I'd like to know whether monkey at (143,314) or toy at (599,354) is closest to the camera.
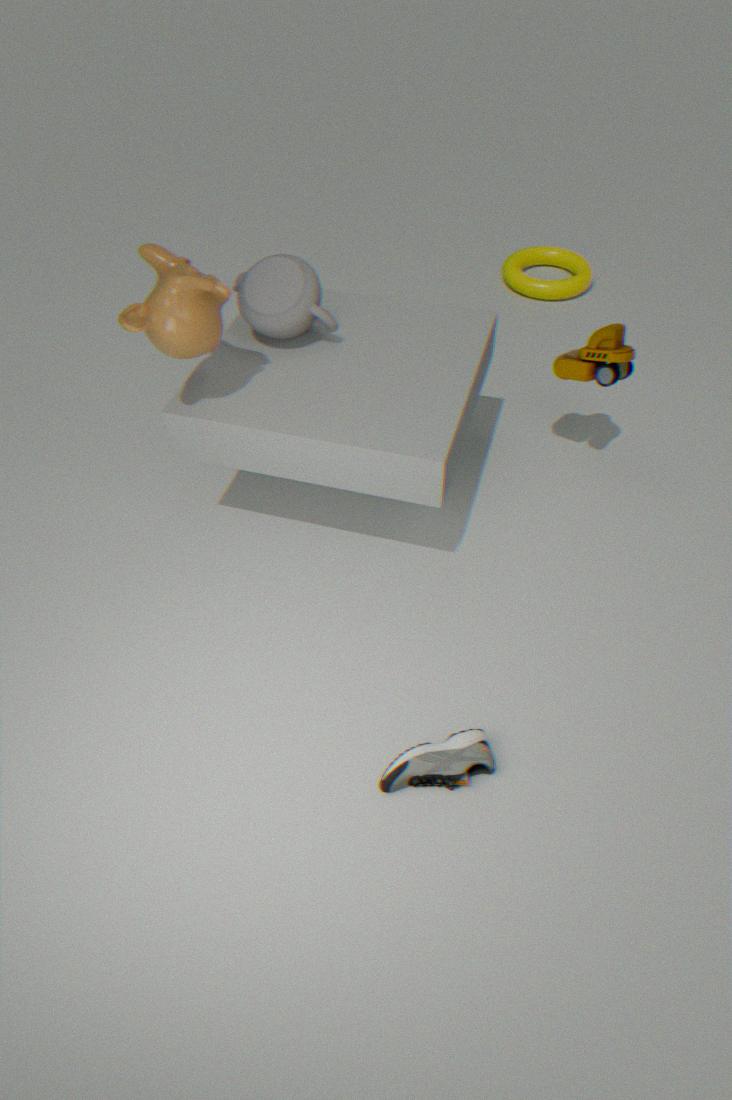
monkey at (143,314)
